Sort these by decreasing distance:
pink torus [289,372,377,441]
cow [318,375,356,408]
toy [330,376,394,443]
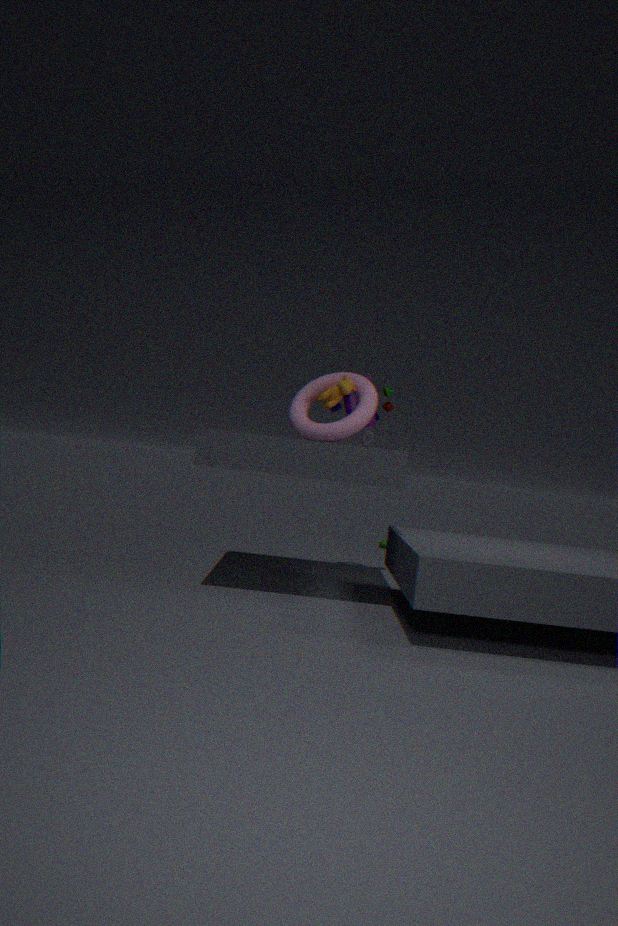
toy [330,376,394,443]
cow [318,375,356,408]
pink torus [289,372,377,441]
